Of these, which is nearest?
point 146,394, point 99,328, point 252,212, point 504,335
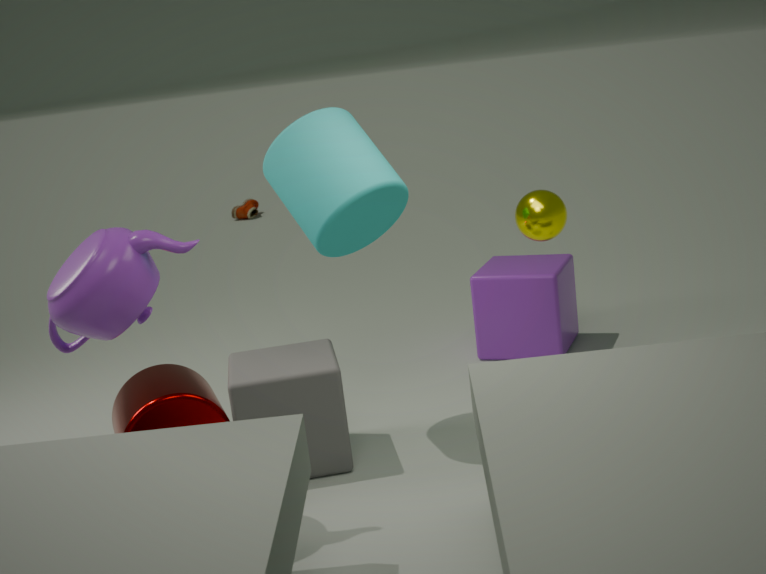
point 99,328
